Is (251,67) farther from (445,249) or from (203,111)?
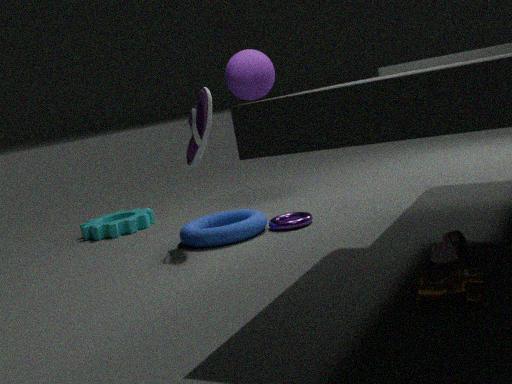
(445,249)
